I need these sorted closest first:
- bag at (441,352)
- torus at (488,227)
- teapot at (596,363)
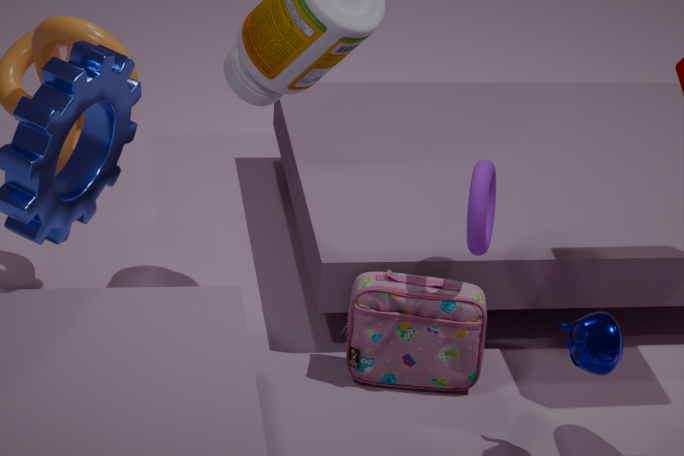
teapot at (596,363), torus at (488,227), bag at (441,352)
